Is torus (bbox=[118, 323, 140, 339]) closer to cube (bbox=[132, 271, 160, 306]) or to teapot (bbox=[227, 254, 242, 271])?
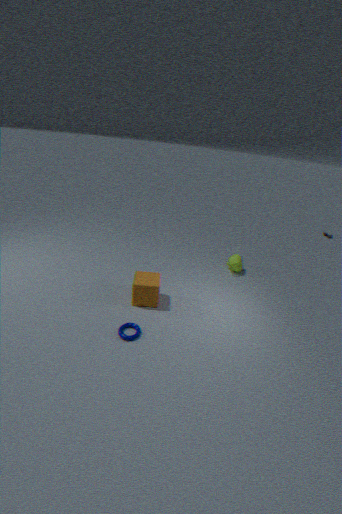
cube (bbox=[132, 271, 160, 306])
